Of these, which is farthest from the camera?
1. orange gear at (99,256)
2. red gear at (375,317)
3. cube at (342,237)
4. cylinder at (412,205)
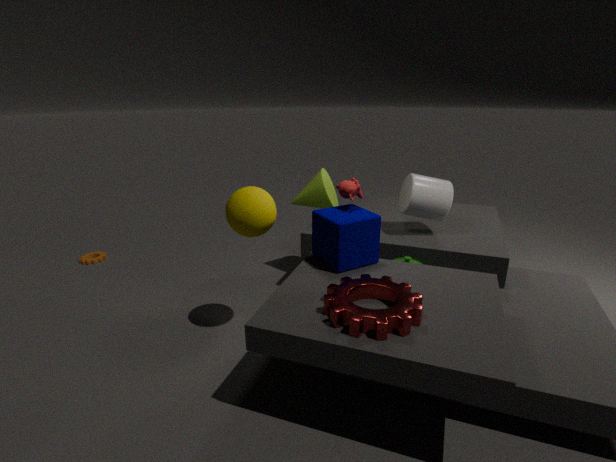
orange gear at (99,256)
